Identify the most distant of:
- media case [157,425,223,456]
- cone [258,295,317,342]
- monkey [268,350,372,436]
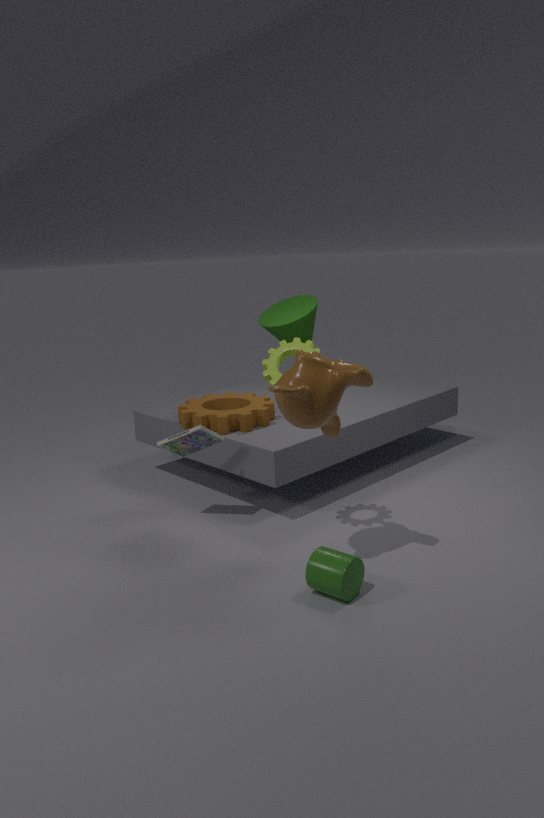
cone [258,295,317,342]
